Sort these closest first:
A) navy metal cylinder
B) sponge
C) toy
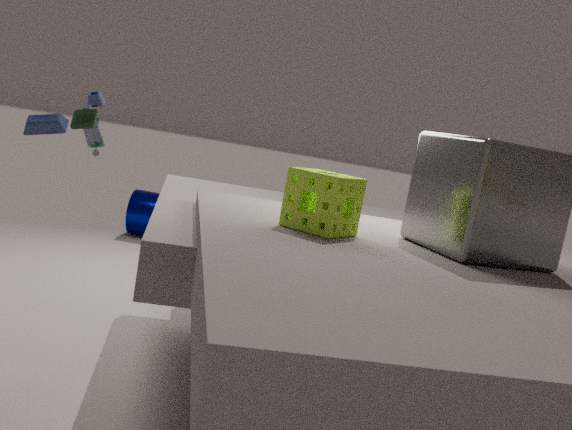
1. sponge
2. toy
3. navy metal cylinder
